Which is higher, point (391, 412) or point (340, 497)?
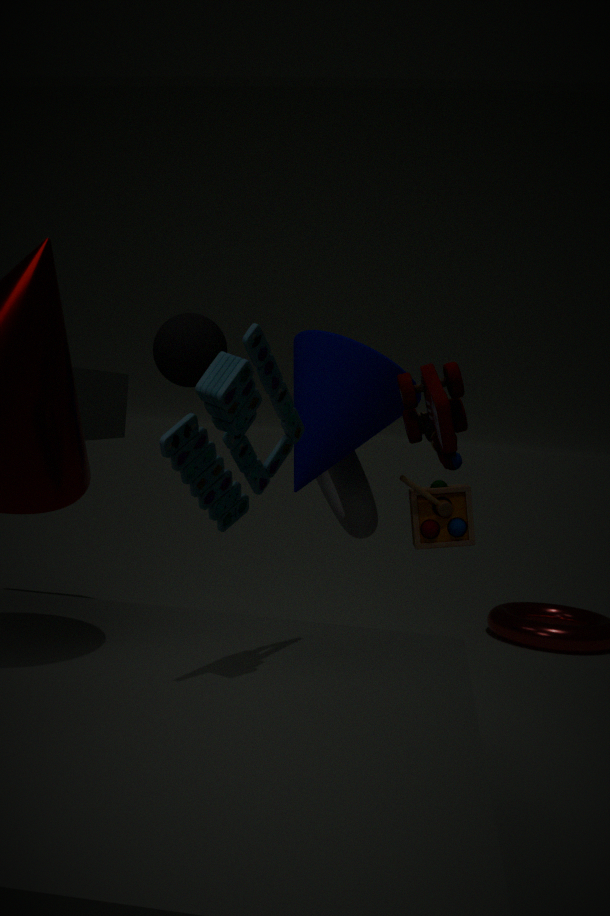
point (391, 412)
